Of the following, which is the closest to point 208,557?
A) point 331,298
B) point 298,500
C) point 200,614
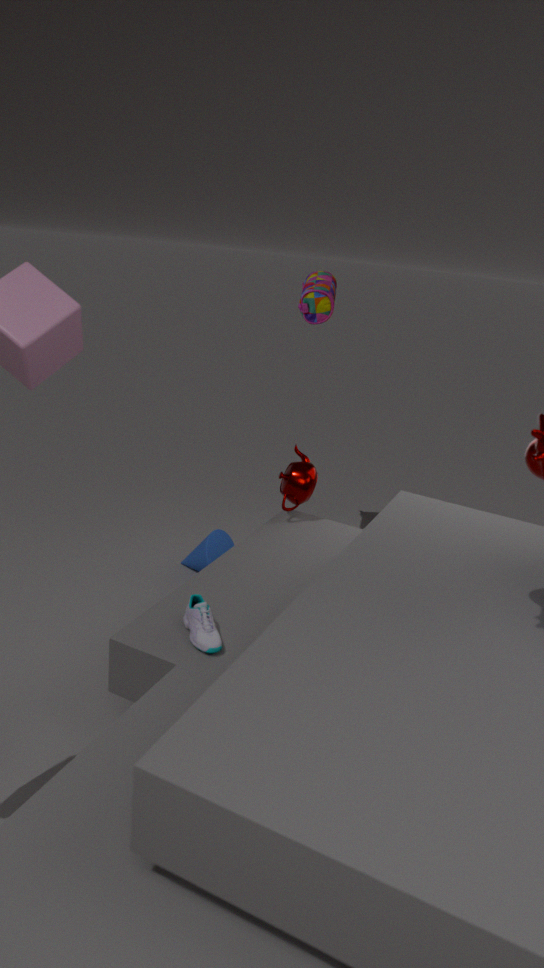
point 298,500
